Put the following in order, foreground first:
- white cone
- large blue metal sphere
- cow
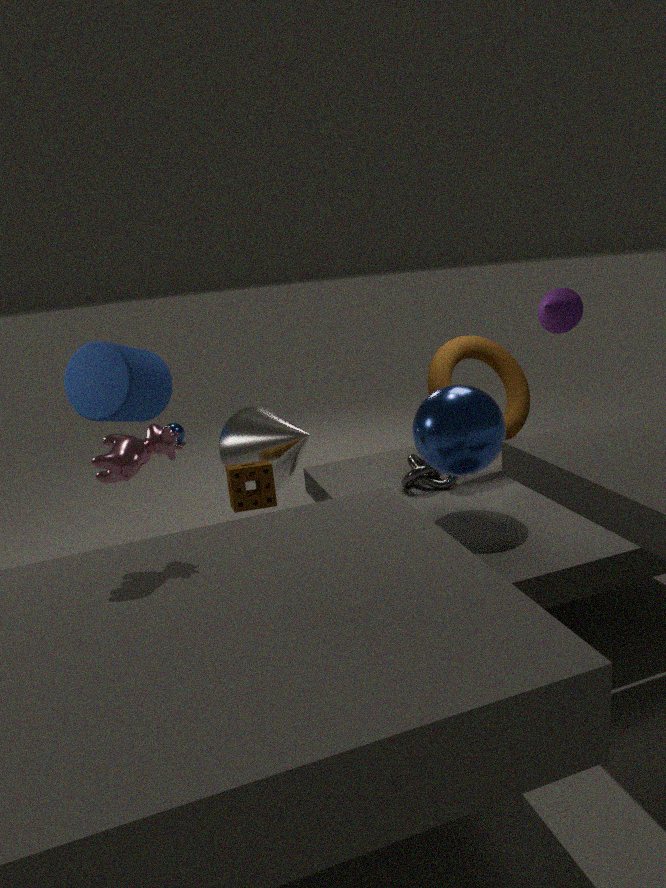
cow, large blue metal sphere, white cone
